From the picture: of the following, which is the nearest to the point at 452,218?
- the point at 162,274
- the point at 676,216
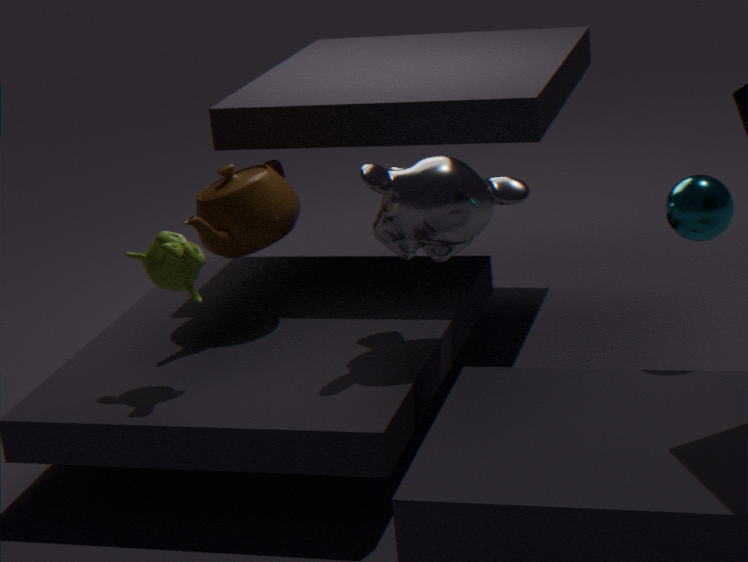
the point at 676,216
